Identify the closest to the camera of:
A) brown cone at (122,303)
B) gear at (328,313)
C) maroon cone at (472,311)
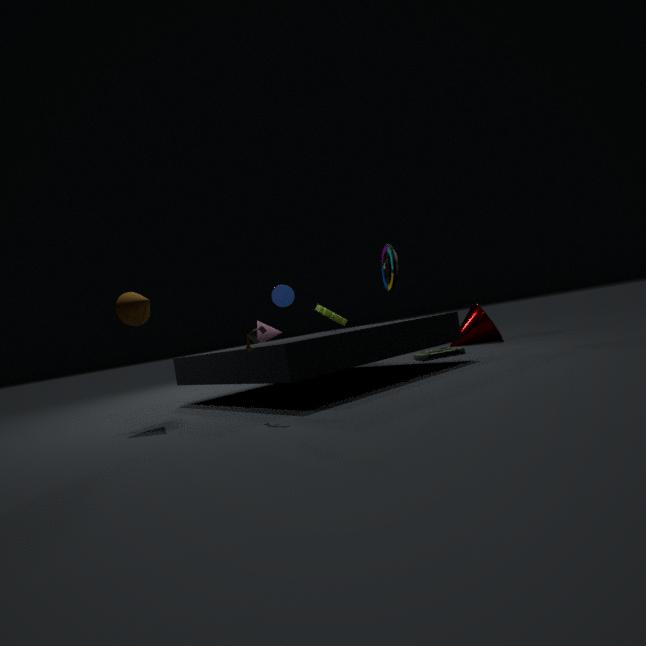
brown cone at (122,303)
